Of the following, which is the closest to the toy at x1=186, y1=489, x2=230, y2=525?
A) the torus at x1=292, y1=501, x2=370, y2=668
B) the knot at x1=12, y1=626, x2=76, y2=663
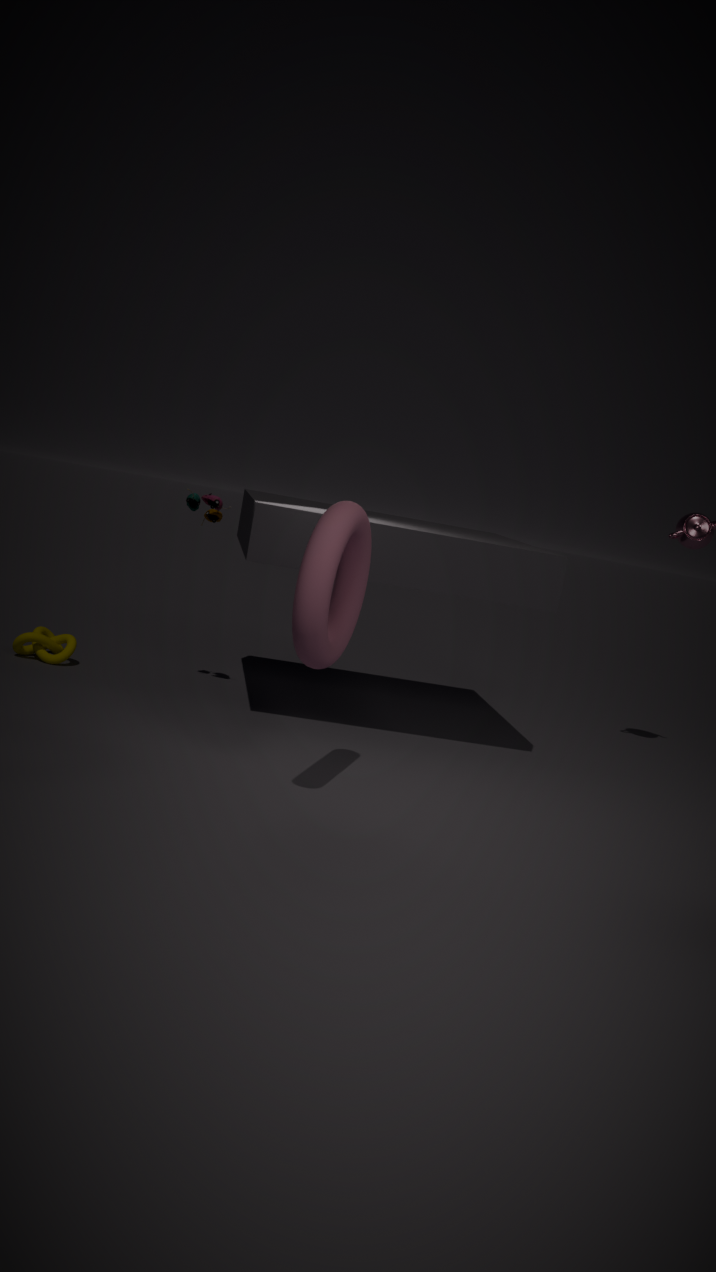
the knot at x1=12, y1=626, x2=76, y2=663
